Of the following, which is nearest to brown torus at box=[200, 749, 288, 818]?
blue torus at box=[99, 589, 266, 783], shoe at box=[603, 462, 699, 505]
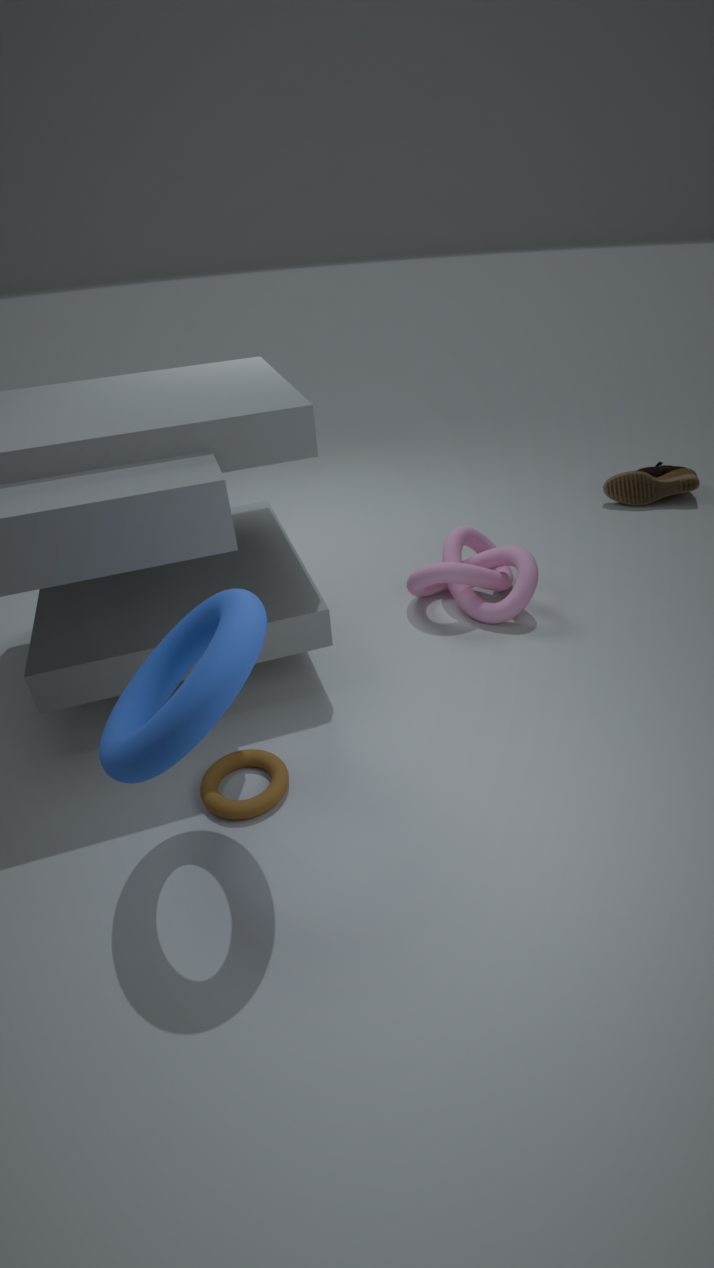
blue torus at box=[99, 589, 266, 783]
